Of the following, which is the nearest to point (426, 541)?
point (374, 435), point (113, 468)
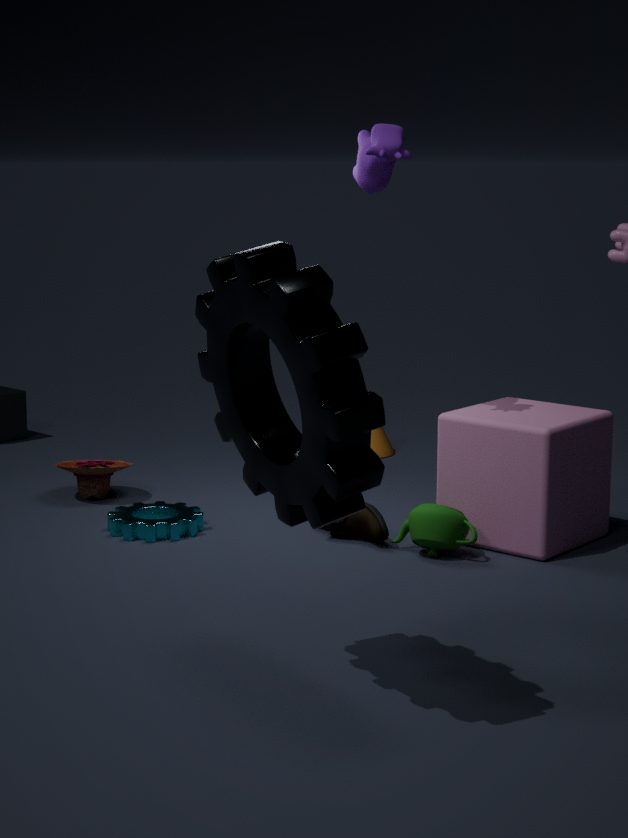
point (113, 468)
